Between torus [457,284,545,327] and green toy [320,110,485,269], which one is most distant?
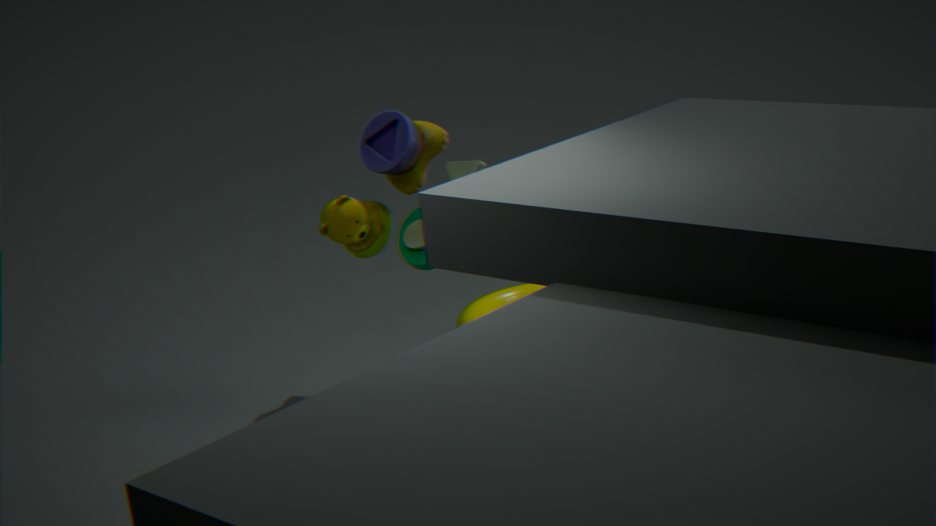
torus [457,284,545,327]
